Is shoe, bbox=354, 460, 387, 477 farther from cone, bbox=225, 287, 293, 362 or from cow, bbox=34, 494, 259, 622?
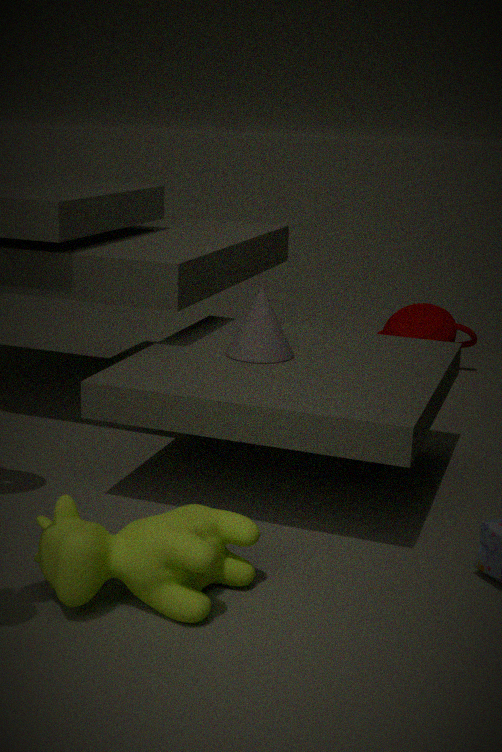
cow, bbox=34, 494, 259, 622
